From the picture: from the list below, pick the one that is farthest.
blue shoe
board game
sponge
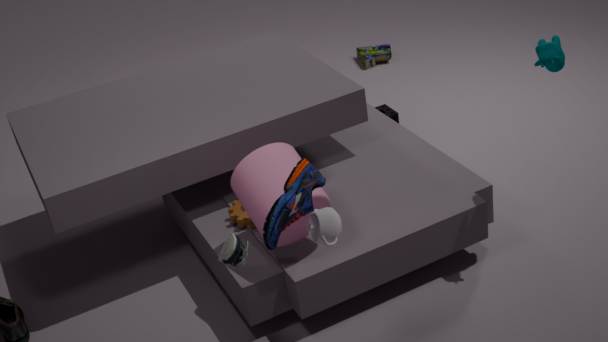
board game
